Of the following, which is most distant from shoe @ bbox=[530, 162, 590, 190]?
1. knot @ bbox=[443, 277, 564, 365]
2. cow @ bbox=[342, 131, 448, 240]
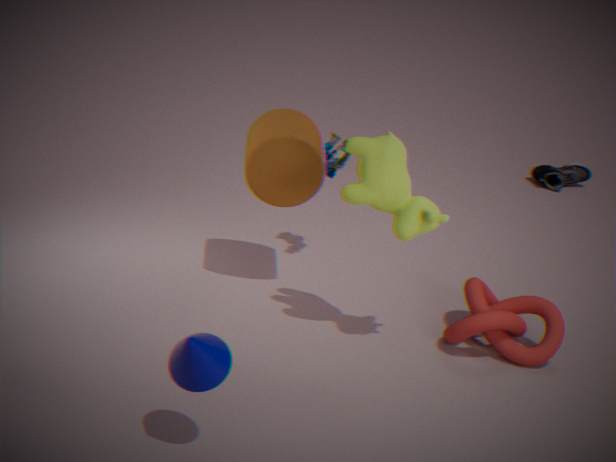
cow @ bbox=[342, 131, 448, 240]
